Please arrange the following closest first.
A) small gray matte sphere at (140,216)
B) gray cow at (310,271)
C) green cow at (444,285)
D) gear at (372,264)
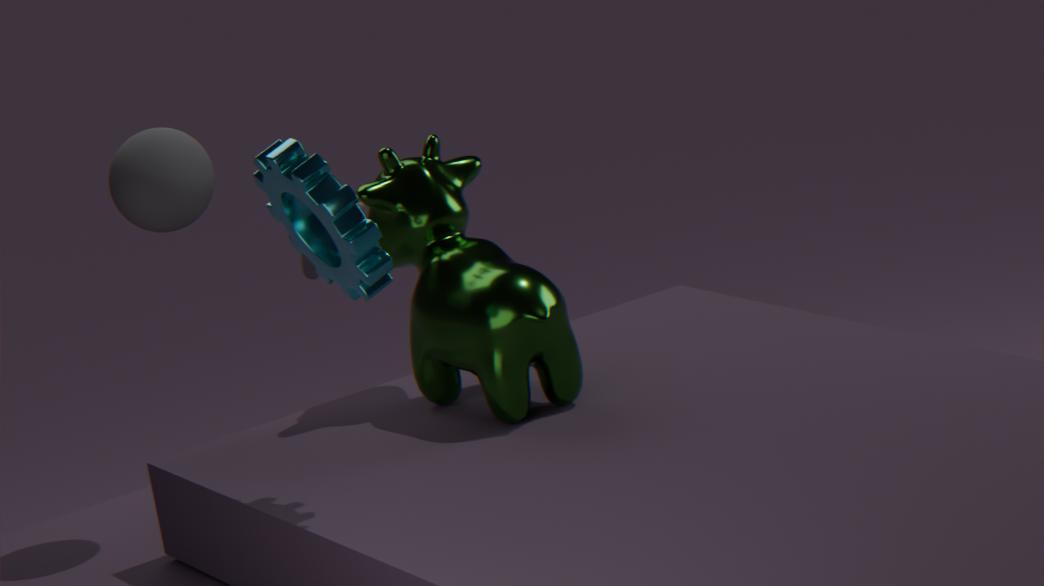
gear at (372,264) → green cow at (444,285) → small gray matte sphere at (140,216) → gray cow at (310,271)
